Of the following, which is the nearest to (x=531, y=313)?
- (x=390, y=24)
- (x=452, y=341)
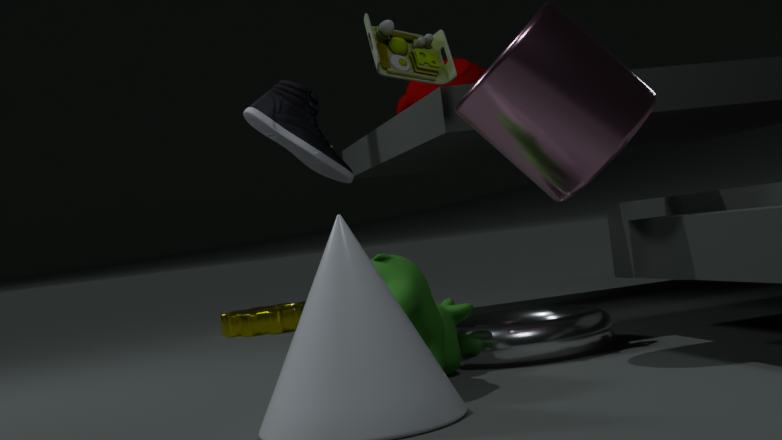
(x=452, y=341)
